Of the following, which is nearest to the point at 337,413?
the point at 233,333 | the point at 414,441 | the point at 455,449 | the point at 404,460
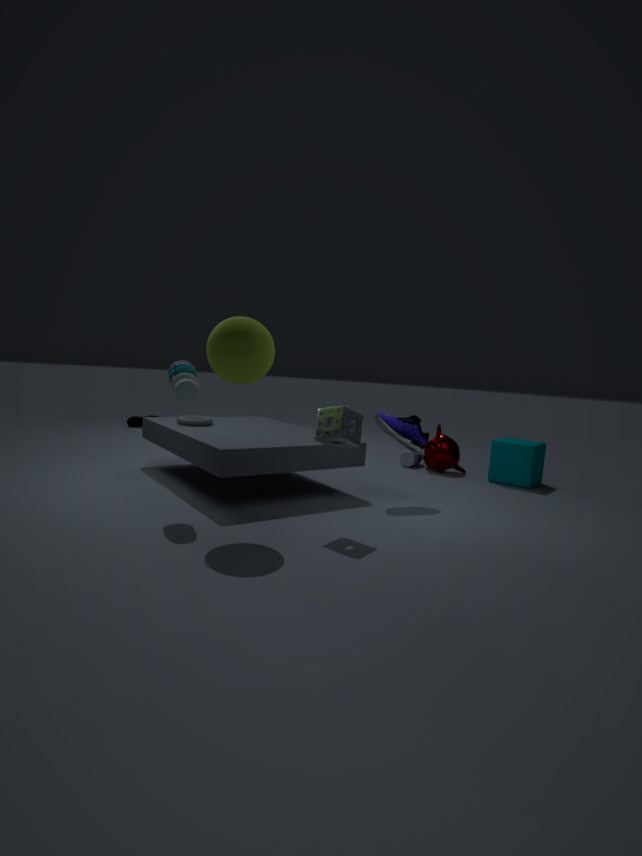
the point at 233,333
